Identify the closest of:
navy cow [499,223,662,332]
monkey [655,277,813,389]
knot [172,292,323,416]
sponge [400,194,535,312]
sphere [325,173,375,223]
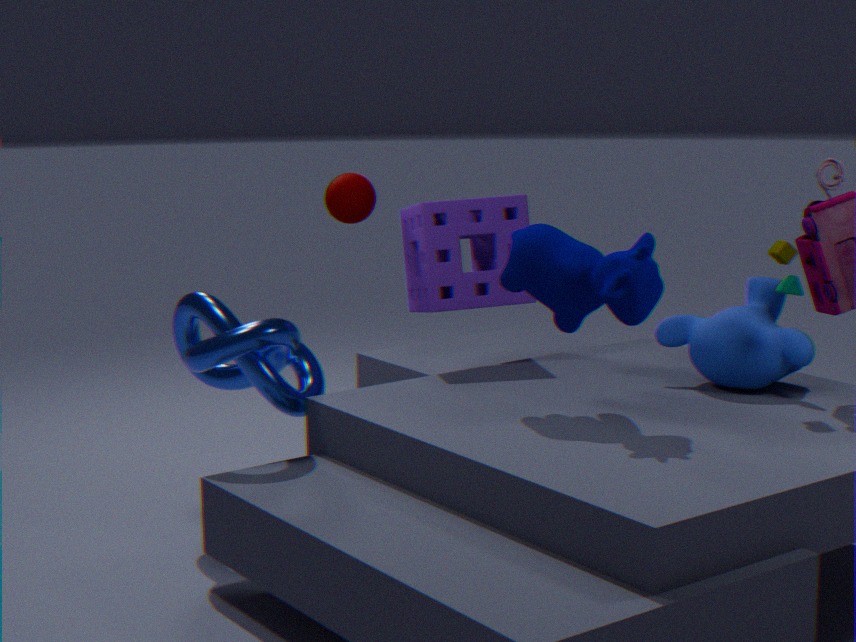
navy cow [499,223,662,332]
